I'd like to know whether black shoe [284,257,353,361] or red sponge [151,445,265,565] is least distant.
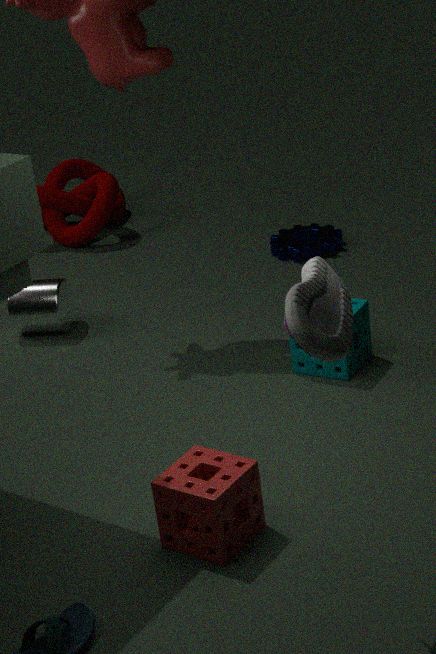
black shoe [284,257,353,361]
